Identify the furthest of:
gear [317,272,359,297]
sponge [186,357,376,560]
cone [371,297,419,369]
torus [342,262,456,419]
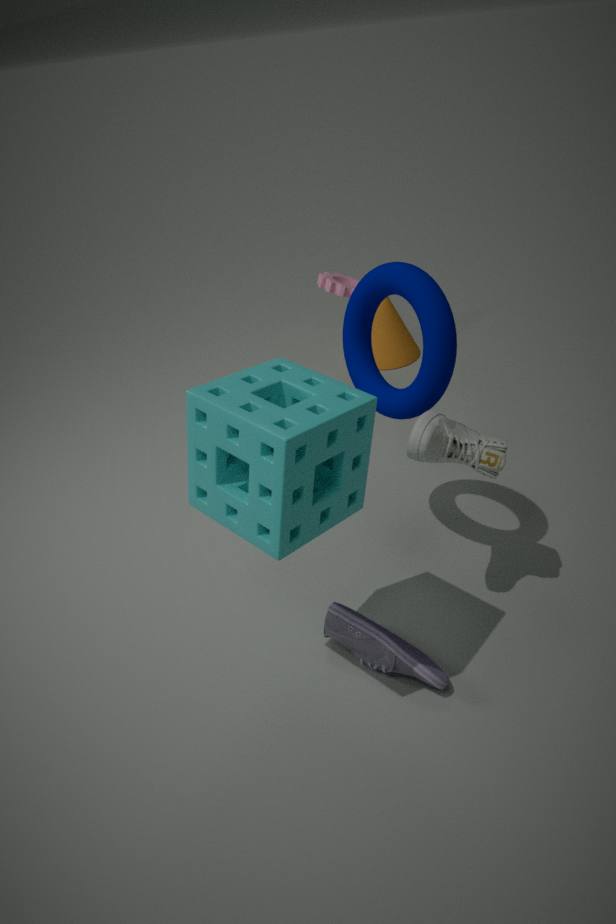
cone [371,297,419,369]
